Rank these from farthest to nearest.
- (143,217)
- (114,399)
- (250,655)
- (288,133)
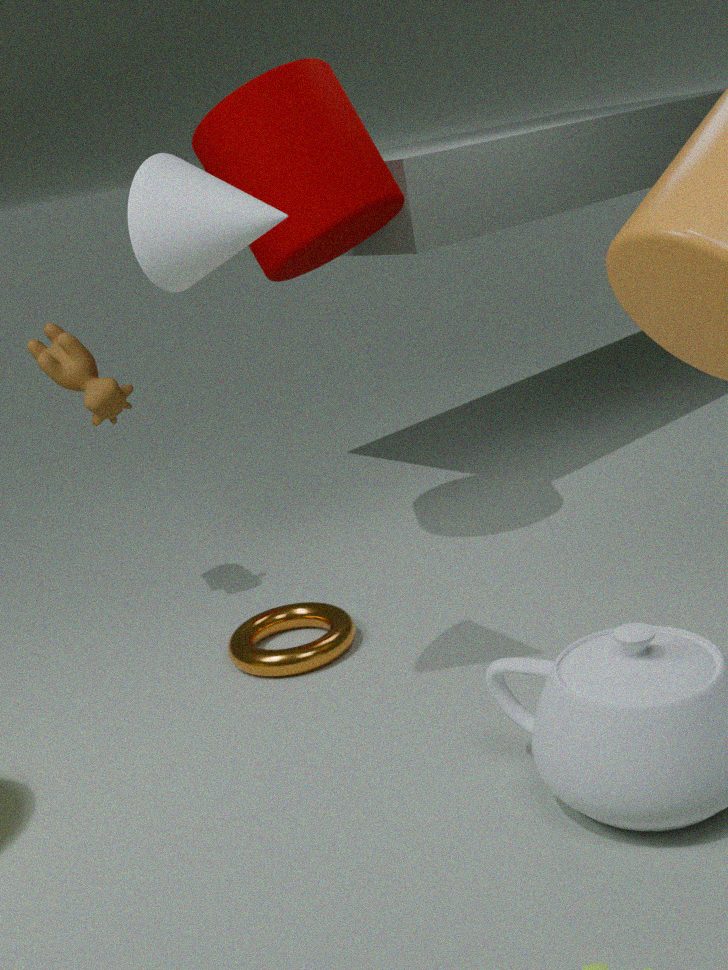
(114,399)
(288,133)
(250,655)
(143,217)
